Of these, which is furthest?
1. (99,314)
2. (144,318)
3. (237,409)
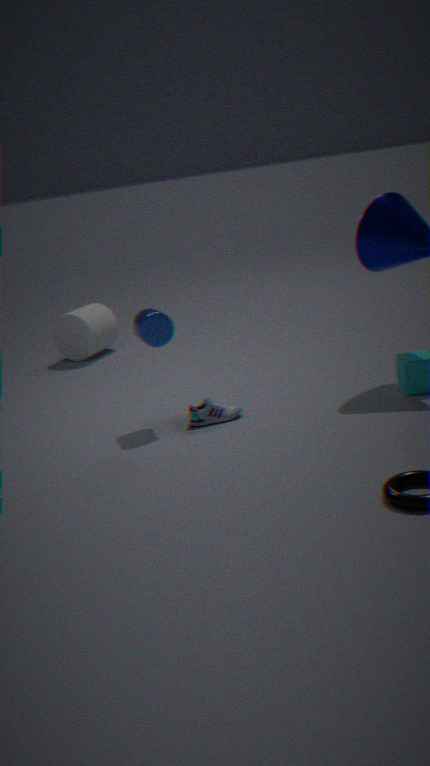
(99,314)
